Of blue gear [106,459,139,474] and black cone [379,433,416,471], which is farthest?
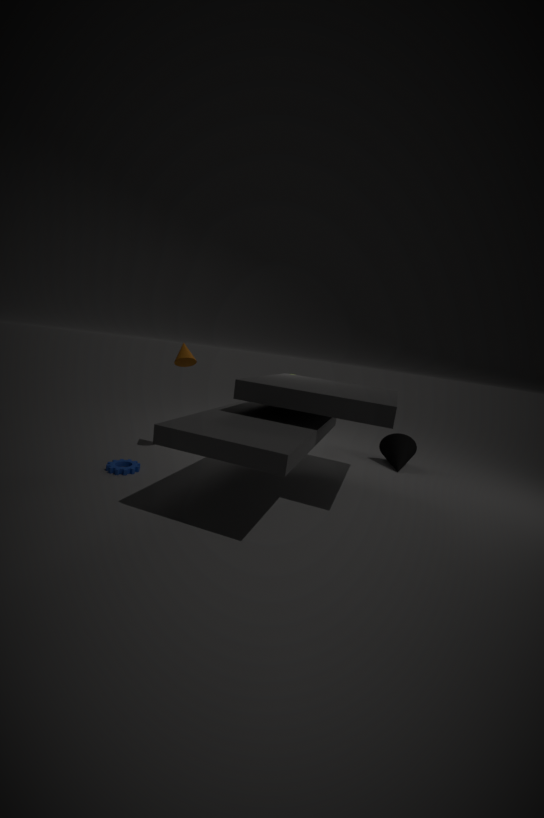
black cone [379,433,416,471]
